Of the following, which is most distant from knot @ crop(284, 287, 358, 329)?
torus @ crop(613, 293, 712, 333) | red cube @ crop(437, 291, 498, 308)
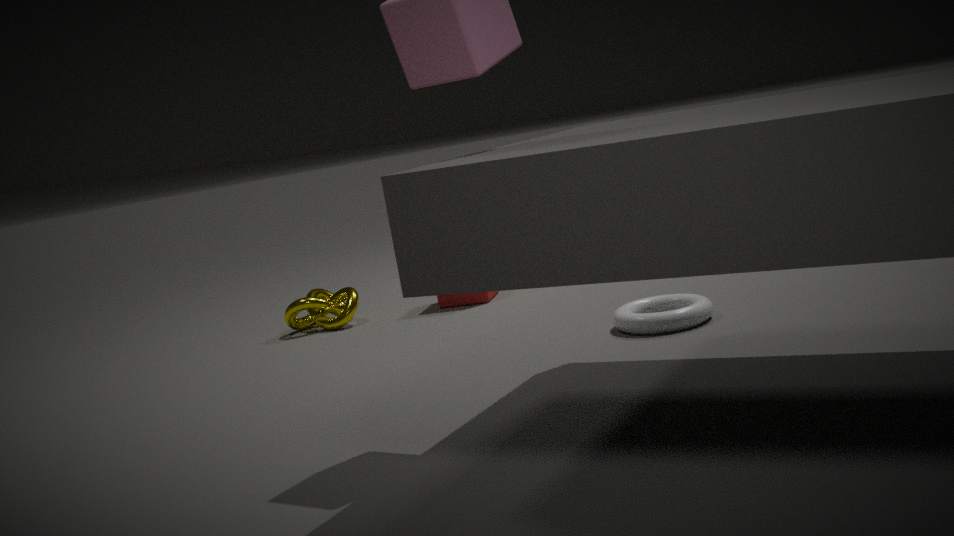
torus @ crop(613, 293, 712, 333)
